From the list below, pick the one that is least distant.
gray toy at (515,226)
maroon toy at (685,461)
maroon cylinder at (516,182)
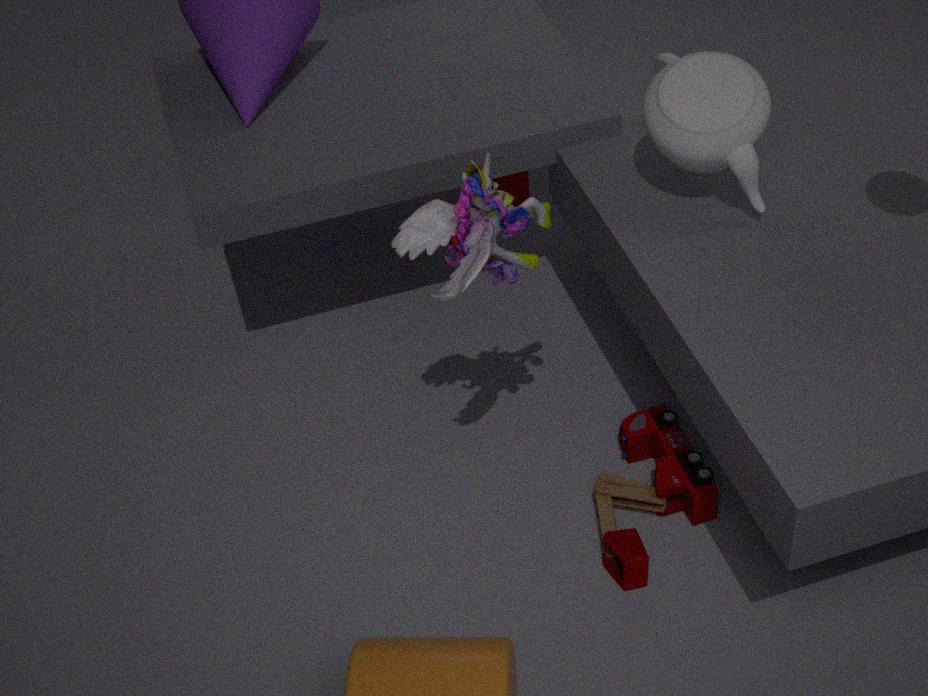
gray toy at (515,226)
